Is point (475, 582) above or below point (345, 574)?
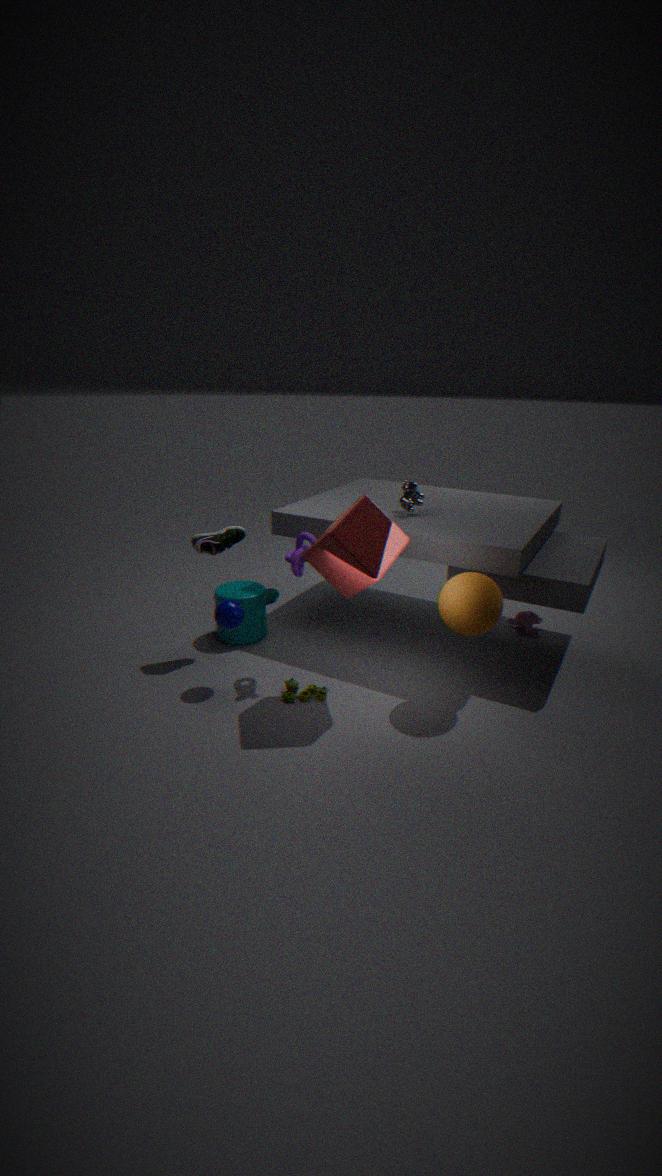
below
